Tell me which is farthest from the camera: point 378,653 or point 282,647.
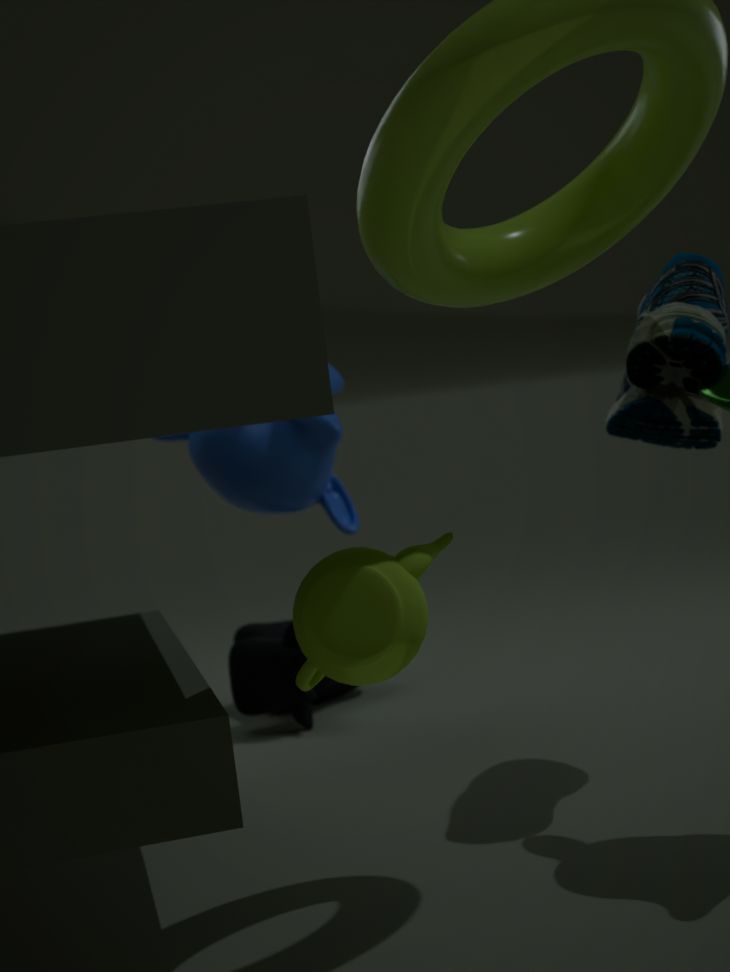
point 282,647
